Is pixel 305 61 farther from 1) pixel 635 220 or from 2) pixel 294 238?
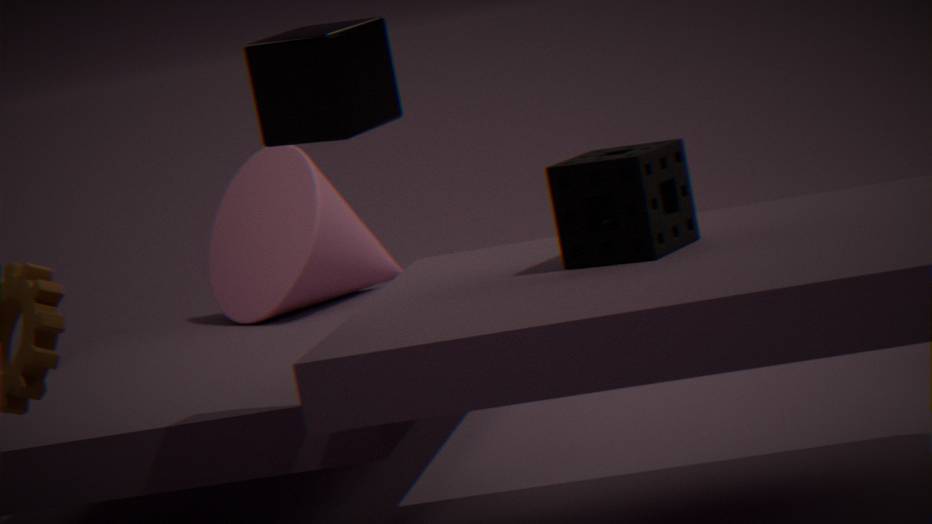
2) pixel 294 238
